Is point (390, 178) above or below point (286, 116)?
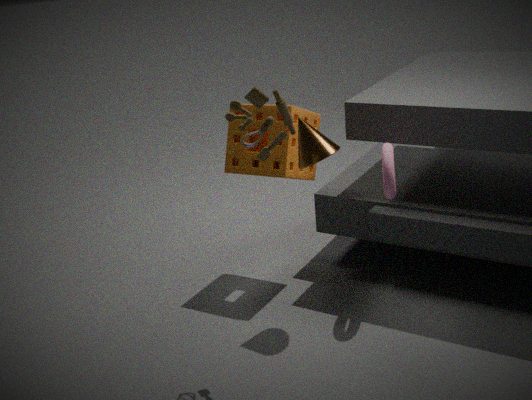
below
